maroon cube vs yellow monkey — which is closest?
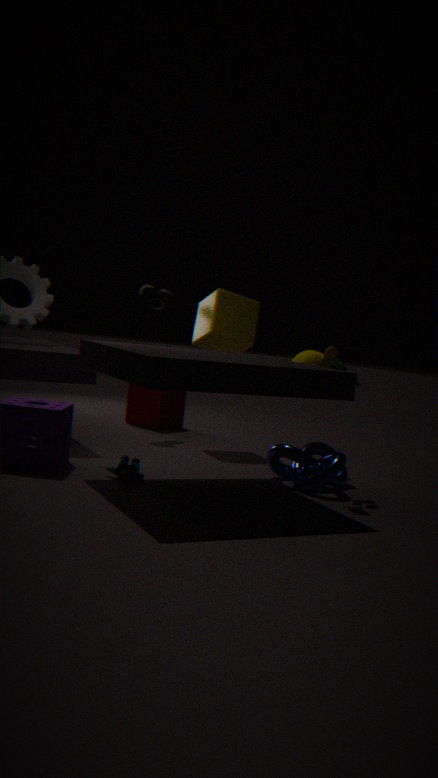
yellow monkey
